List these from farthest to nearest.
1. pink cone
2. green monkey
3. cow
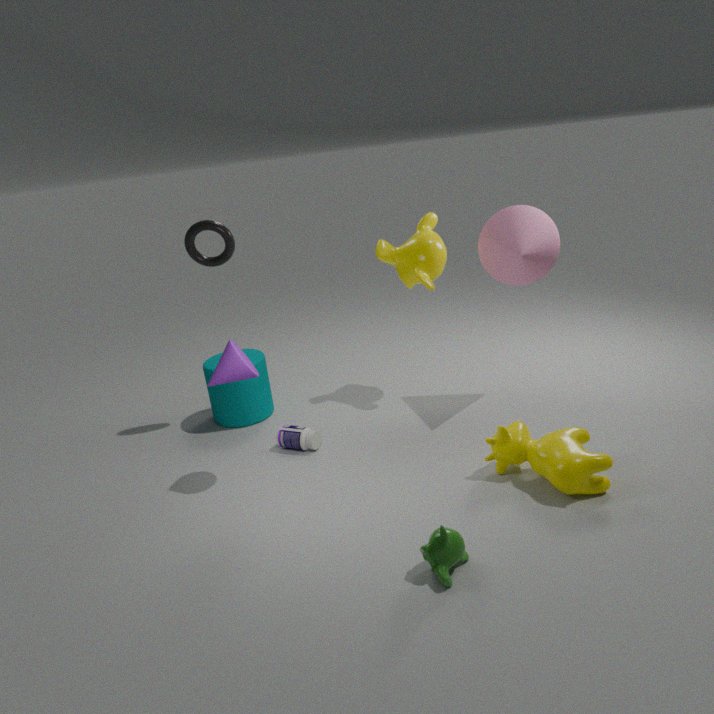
pink cone
cow
green monkey
